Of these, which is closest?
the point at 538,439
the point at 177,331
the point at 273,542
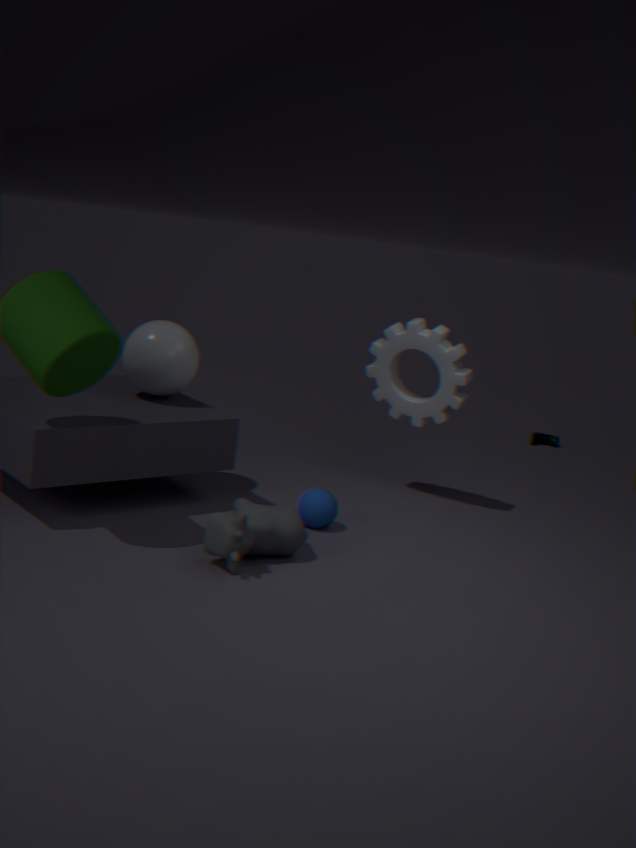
the point at 273,542
